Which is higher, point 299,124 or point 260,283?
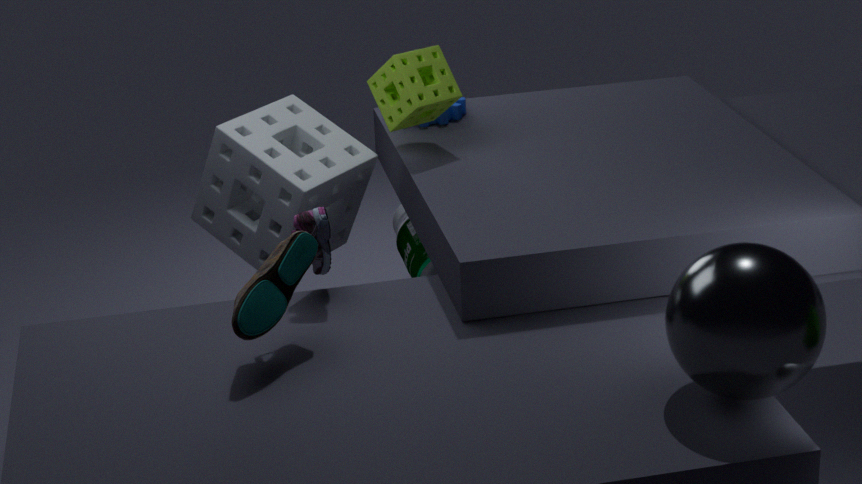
point 260,283
